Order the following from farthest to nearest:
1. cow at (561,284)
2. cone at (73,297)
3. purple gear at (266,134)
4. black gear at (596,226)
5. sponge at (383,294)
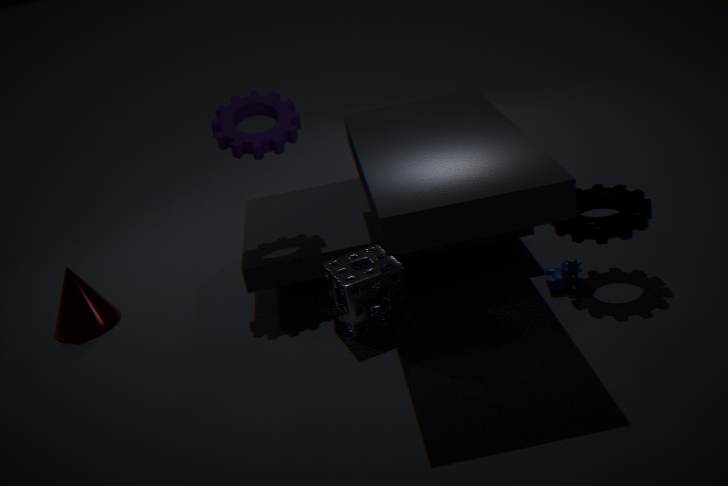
cone at (73,297) < purple gear at (266,134) < cow at (561,284) < sponge at (383,294) < black gear at (596,226)
